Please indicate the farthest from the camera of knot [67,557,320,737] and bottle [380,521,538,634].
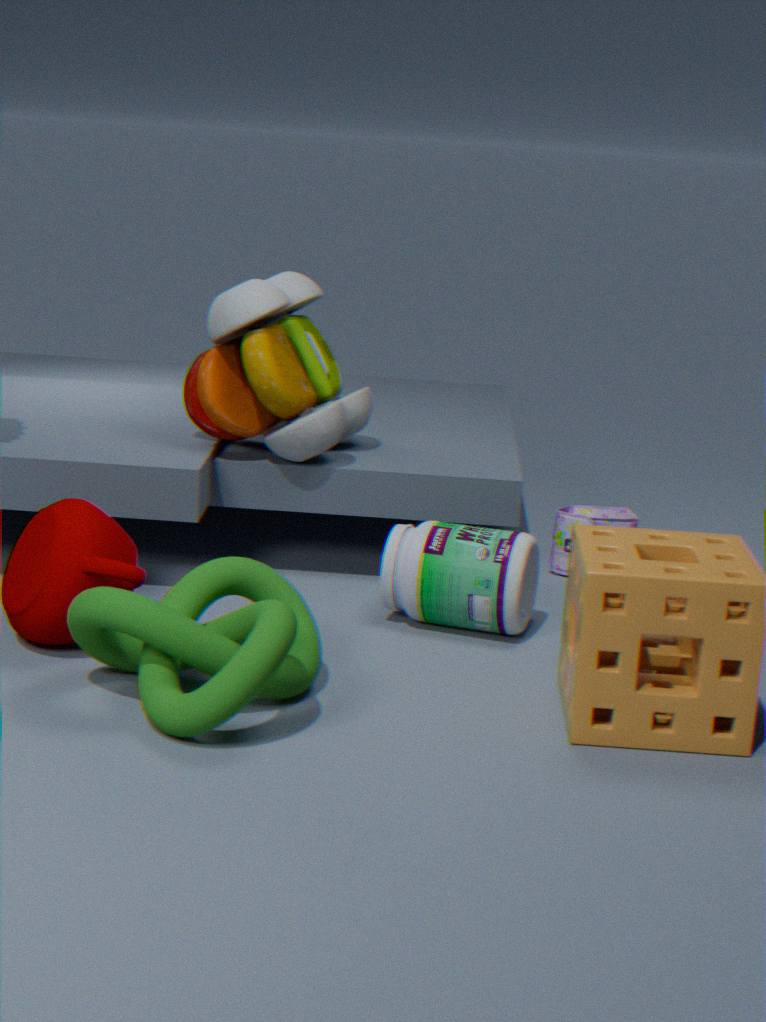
bottle [380,521,538,634]
